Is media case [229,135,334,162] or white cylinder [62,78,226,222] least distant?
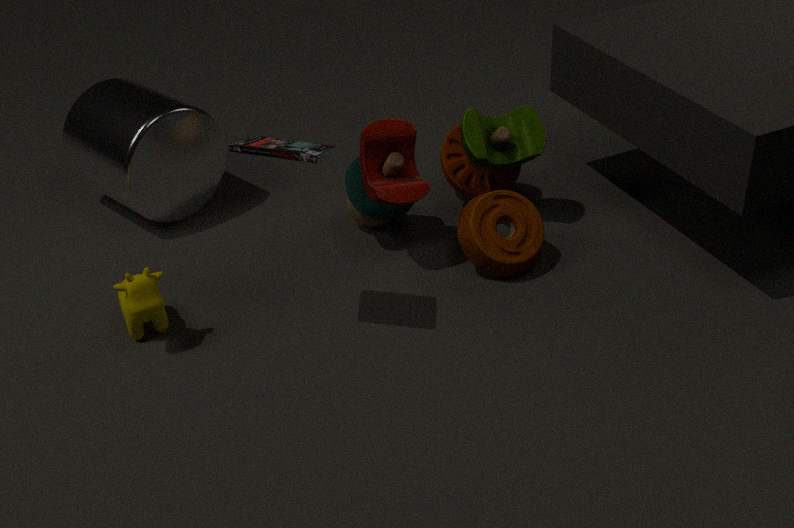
media case [229,135,334,162]
